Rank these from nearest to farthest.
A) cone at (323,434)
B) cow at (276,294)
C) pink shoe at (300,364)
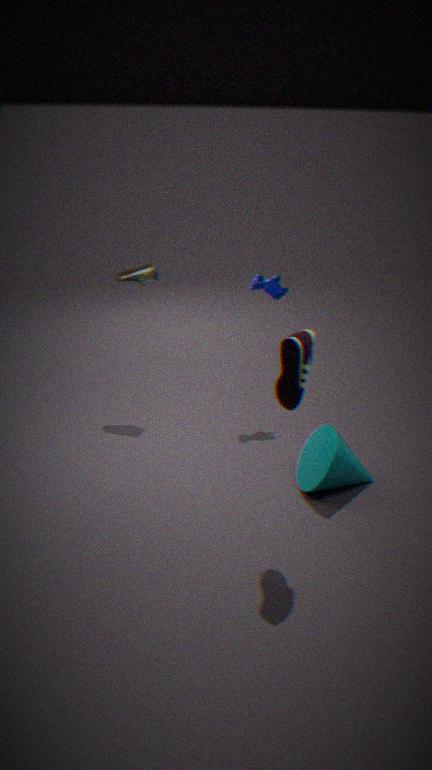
pink shoe at (300,364), cone at (323,434), cow at (276,294)
